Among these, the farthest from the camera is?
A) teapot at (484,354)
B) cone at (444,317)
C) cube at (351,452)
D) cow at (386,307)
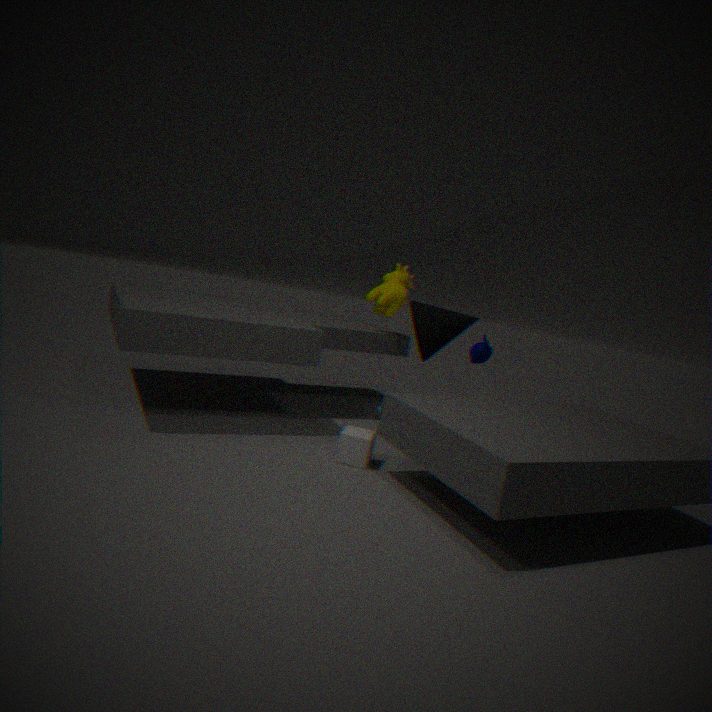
cow at (386,307)
